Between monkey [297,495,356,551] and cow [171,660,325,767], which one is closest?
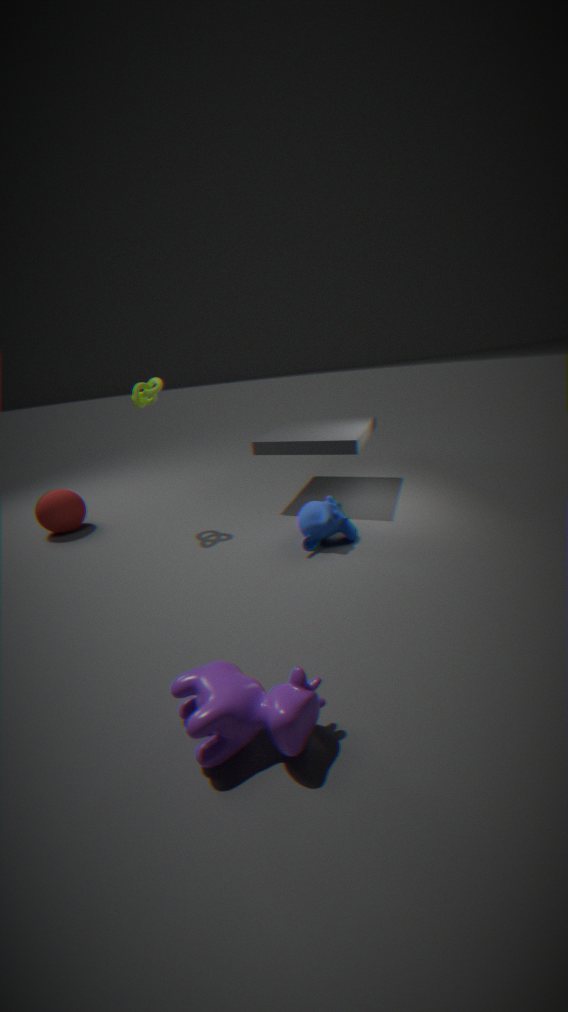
cow [171,660,325,767]
